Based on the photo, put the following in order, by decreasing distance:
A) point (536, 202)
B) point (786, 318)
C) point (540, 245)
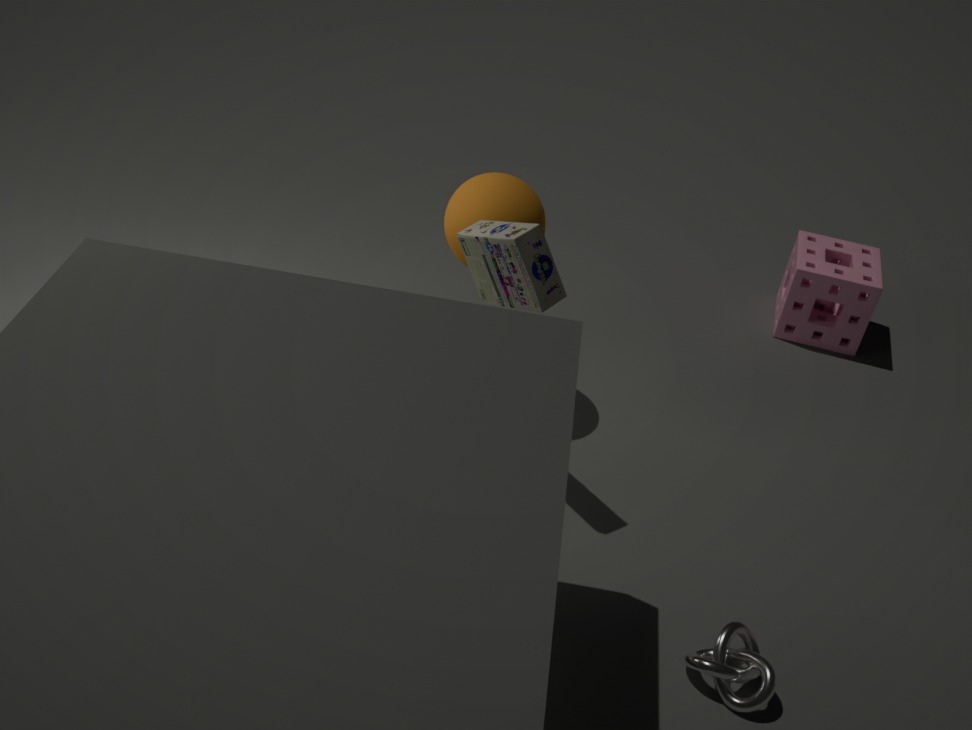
point (786, 318) → point (536, 202) → point (540, 245)
